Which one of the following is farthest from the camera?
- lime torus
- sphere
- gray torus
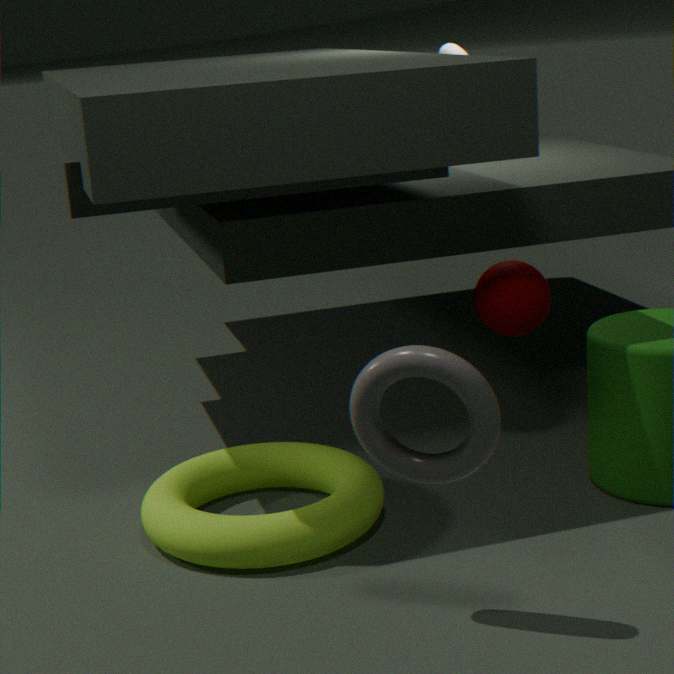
sphere
